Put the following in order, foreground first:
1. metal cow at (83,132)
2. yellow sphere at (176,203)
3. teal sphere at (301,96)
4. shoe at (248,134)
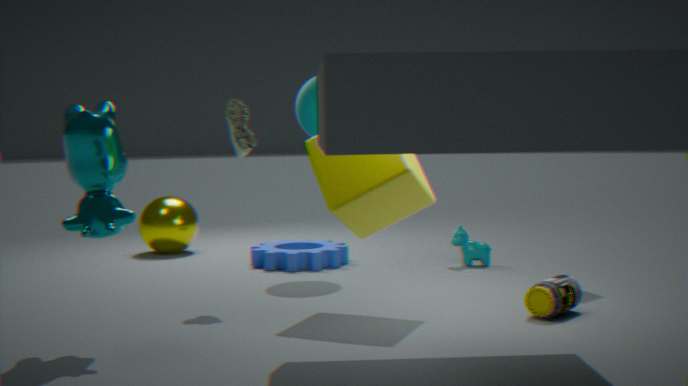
1. metal cow at (83,132)
2. shoe at (248,134)
3. teal sphere at (301,96)
4. yellow sphere at (176,203)
